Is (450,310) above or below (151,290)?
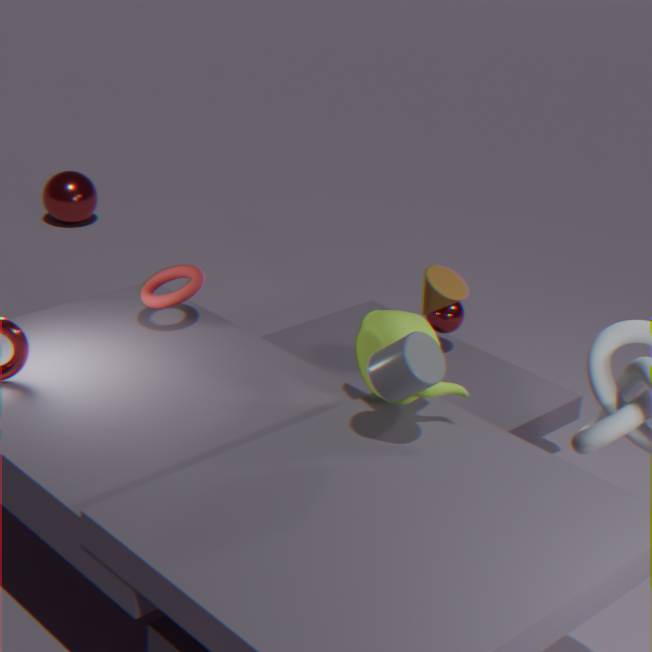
below
